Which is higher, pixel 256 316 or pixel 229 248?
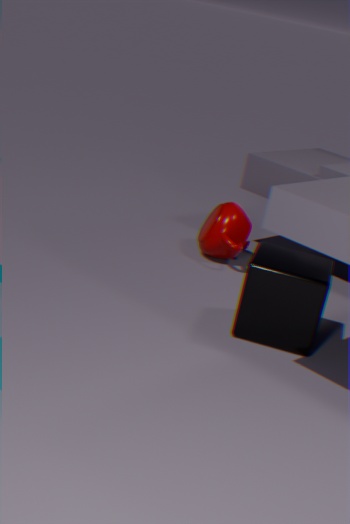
pixel 256 316
